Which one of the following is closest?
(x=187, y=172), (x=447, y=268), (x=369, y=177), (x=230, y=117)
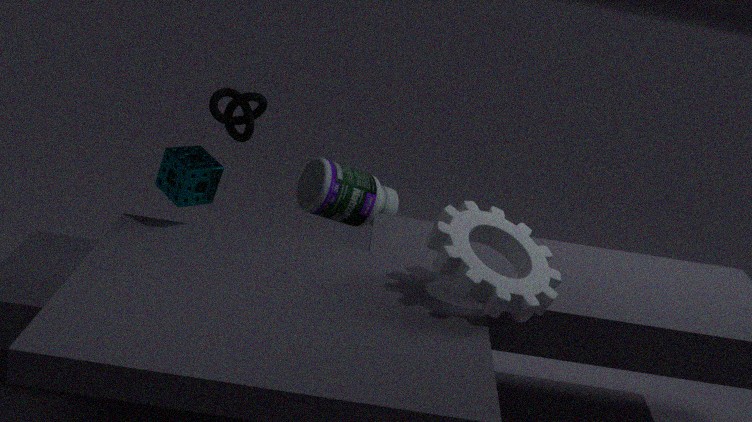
(x=447, y=268)
